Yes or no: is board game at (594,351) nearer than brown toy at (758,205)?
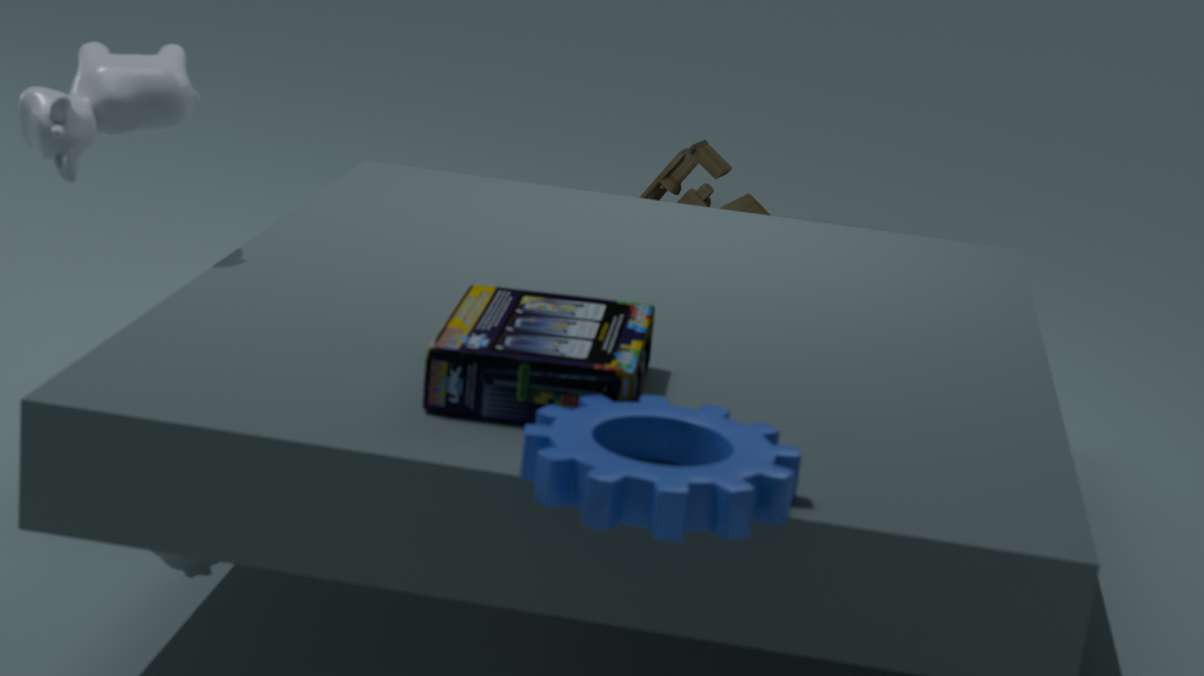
Yes
